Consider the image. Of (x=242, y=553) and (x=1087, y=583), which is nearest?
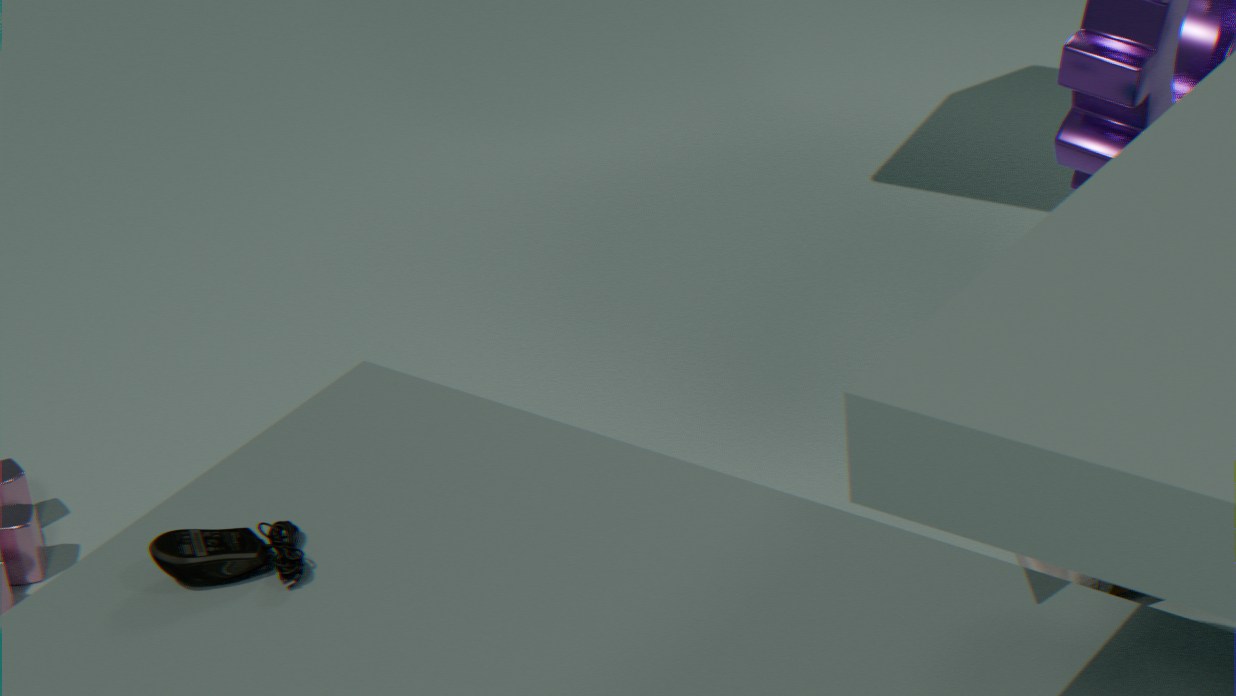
(x=242, y=553)
